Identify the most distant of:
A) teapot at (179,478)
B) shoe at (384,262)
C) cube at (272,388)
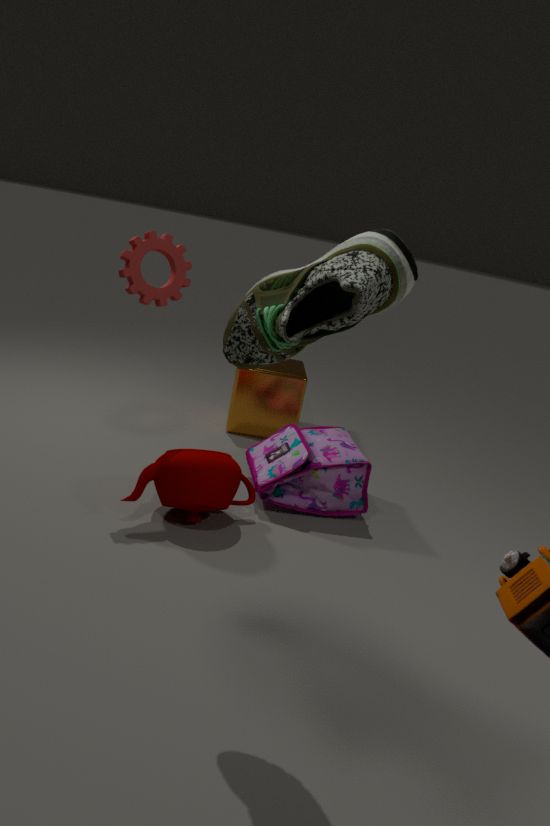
cube at (272,388)
